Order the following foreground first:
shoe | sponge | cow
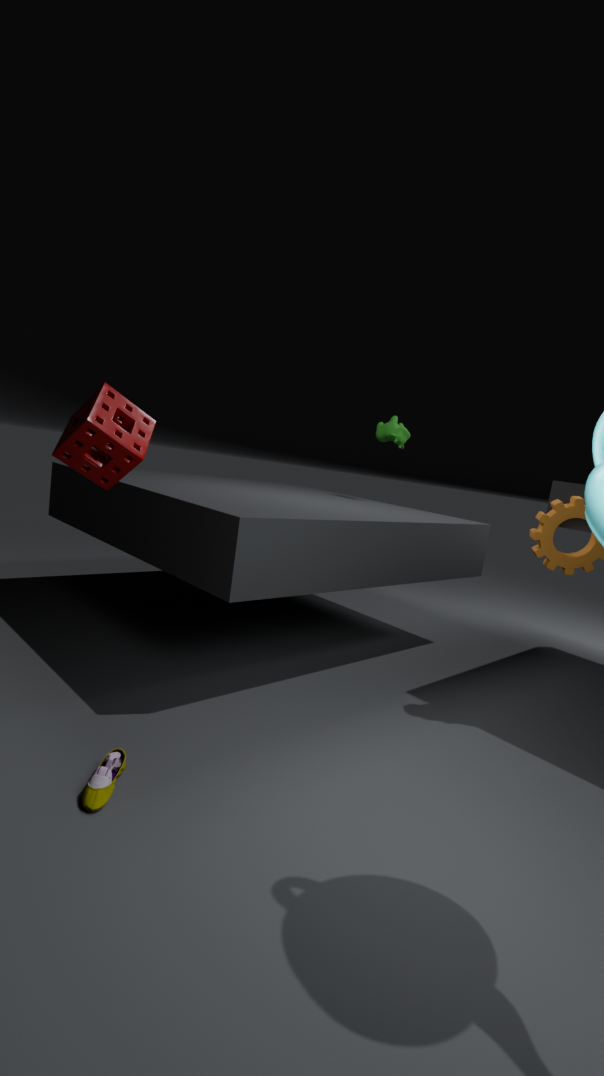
1. shoe
2. sponge
3. cow
